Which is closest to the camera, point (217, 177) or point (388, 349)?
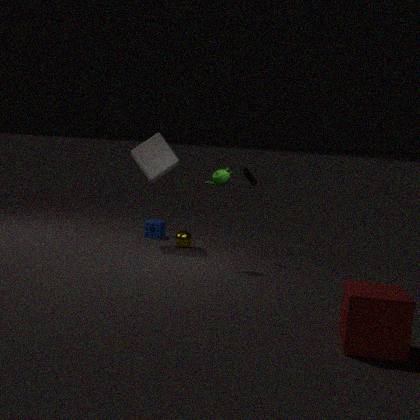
point (388, 349)
